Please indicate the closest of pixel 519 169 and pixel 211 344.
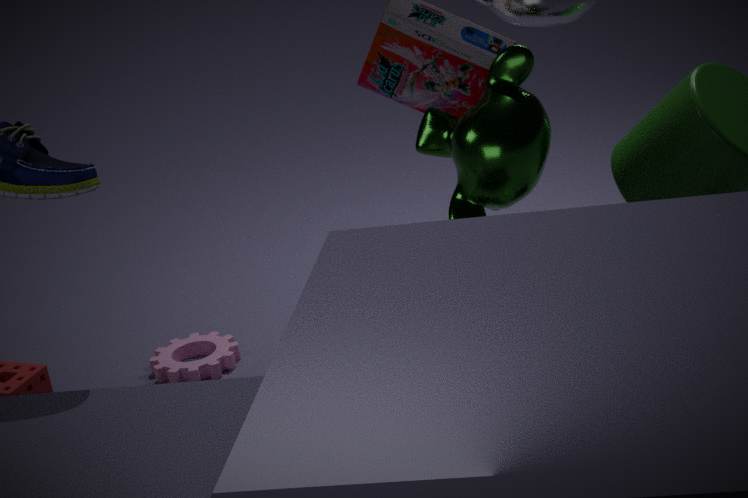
pixel 519 169
